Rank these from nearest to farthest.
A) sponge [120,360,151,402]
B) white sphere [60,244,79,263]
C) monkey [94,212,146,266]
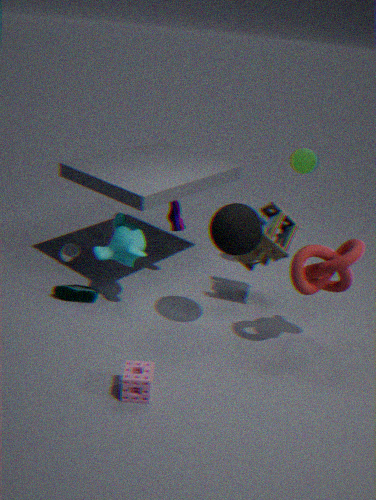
sponge [120,360,151,402] → monkey [94,212,146,266] → white sphere [60,244,79,263]
